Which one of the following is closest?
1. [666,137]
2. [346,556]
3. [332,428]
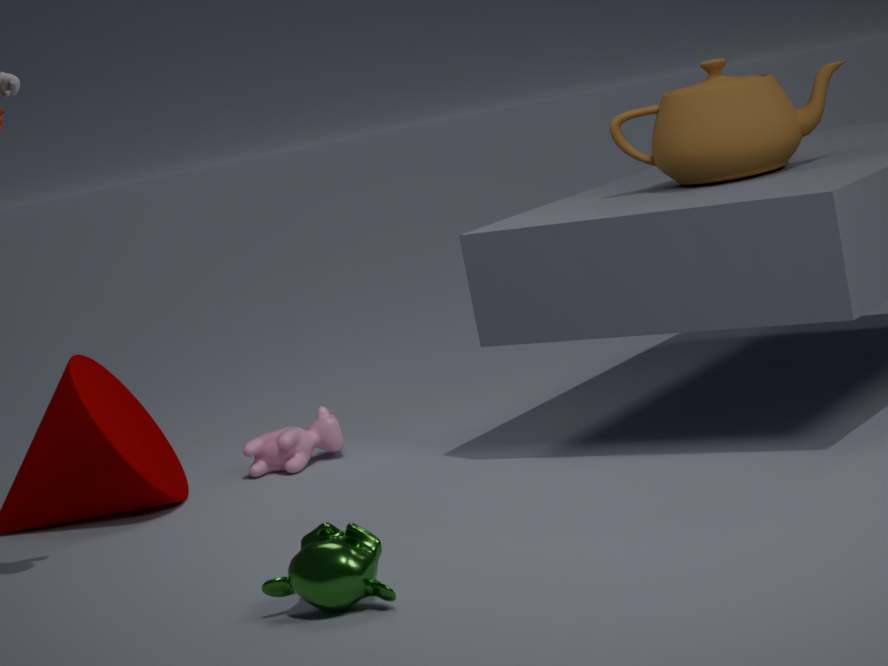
[346,556]
